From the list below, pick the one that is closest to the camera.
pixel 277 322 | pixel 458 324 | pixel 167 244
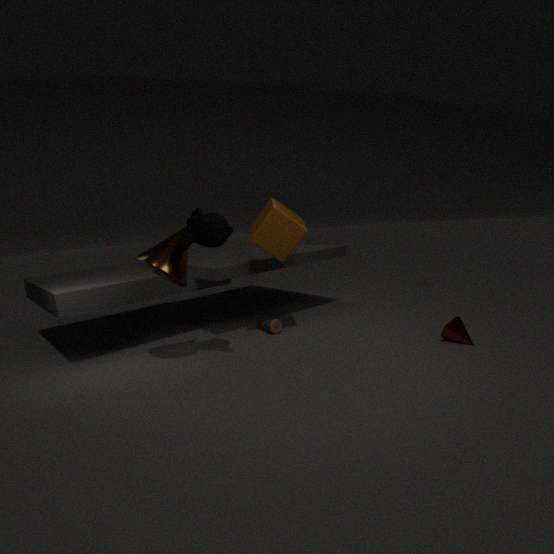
pixel 167 244
